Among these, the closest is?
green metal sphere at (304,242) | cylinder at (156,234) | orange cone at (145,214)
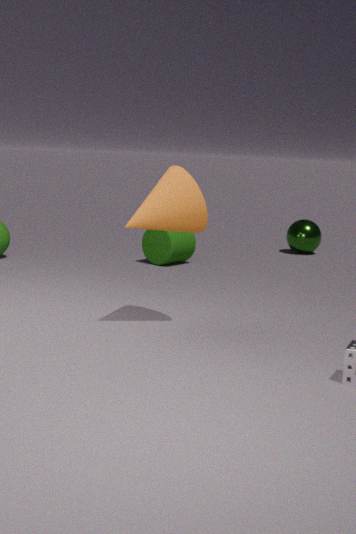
orange cone at (145,214)
